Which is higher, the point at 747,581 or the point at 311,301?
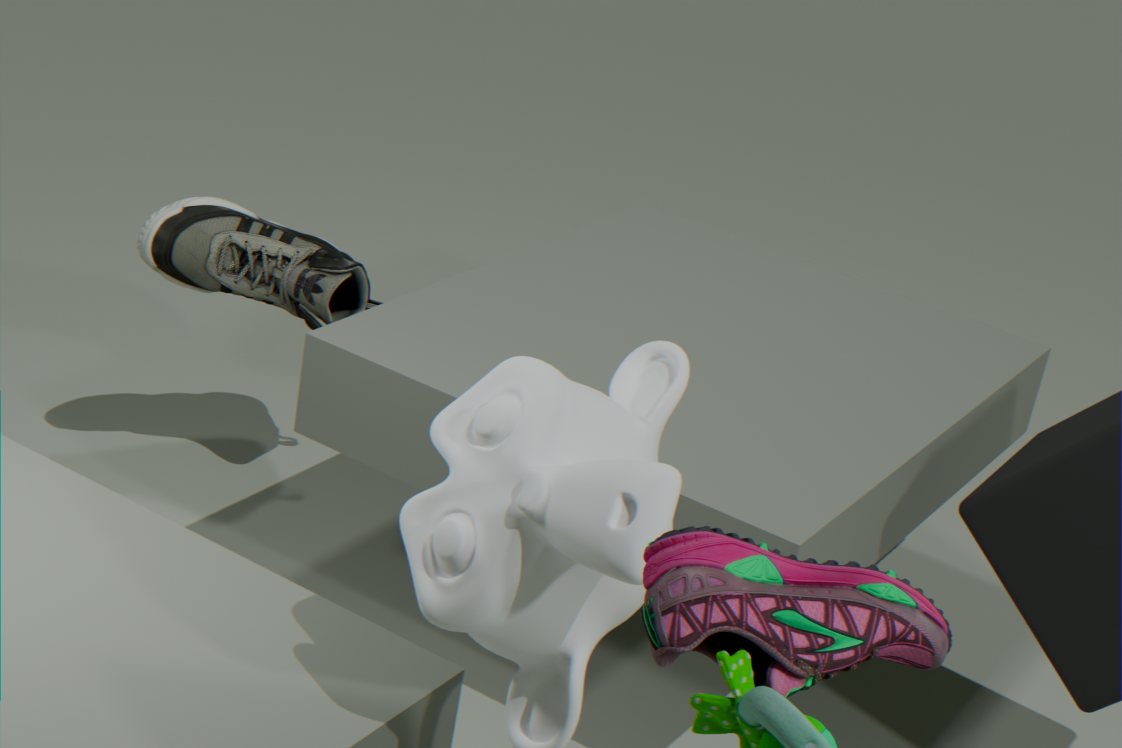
the point at 747,581
